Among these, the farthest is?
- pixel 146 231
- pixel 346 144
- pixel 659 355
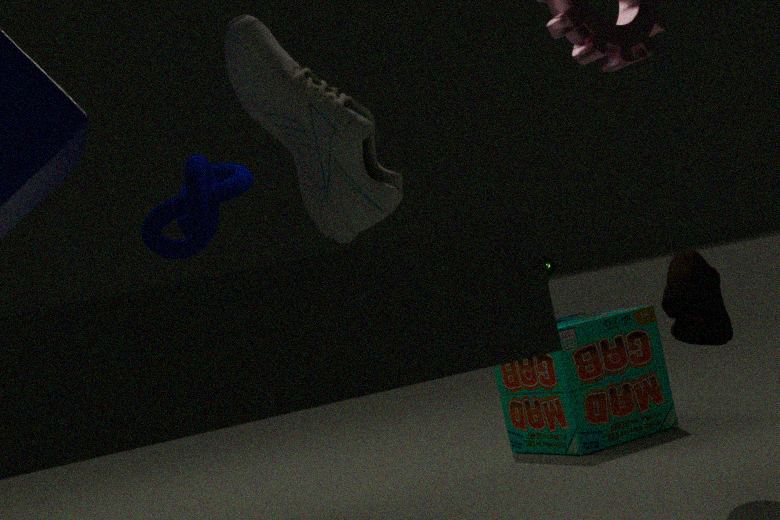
pixel 659 355
